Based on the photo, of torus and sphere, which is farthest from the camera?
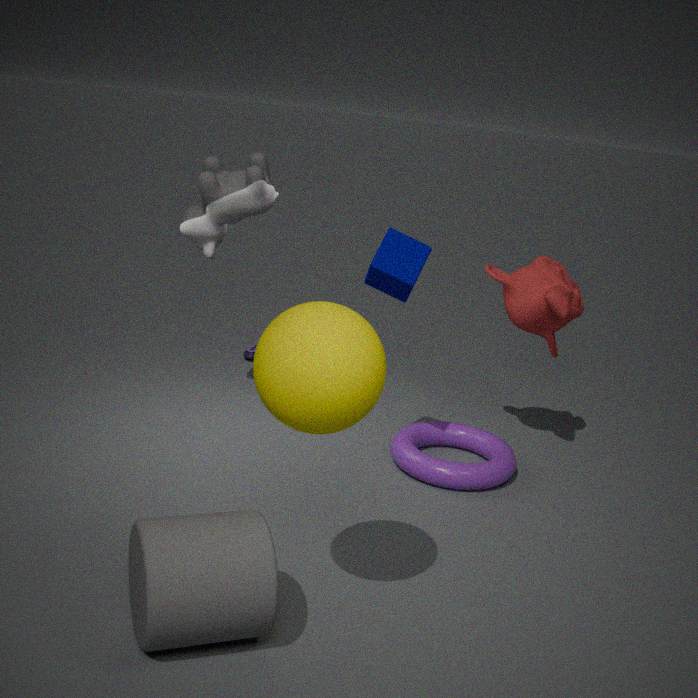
torus
